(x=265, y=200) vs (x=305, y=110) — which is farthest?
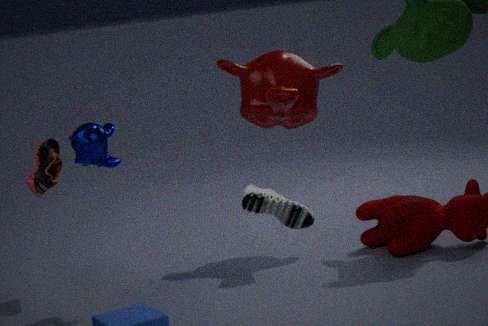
(x=305, y=110)
